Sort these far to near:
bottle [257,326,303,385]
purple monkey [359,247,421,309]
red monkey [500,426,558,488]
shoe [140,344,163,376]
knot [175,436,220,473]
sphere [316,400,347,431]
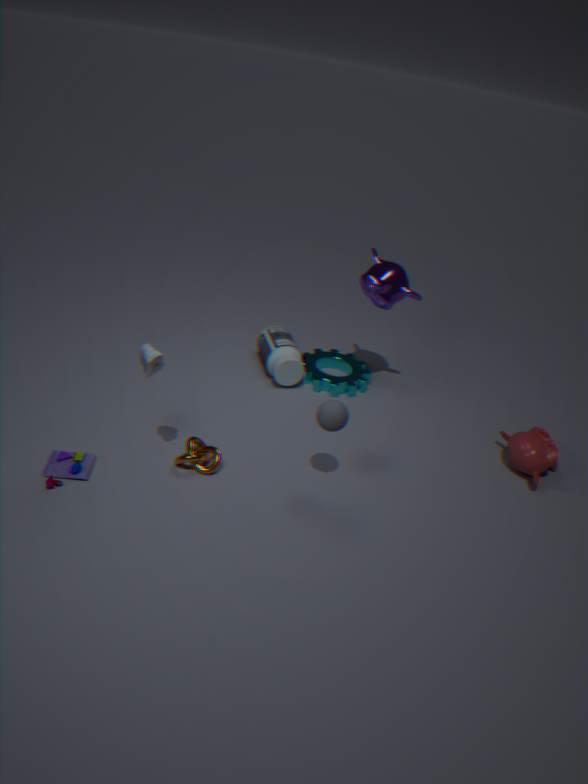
bottle [257,326,303,385], purple monkey [359,247,421,309], red monkey [500,426,558,488], knot [175,436,220,473], sphere [316,400,347,431], shoe [140,344,163,376]
